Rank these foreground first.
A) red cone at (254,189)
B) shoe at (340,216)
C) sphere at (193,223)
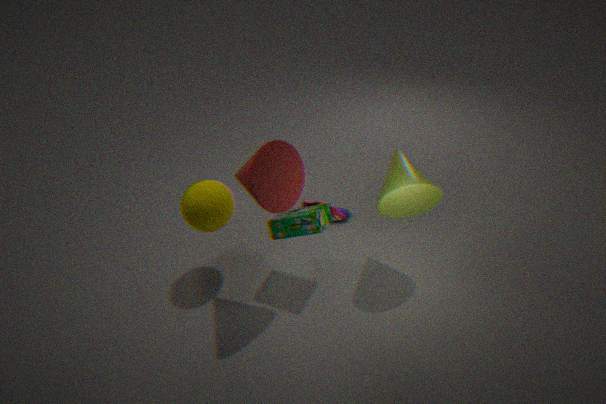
red cone at (254,189), sphere at (193,223), shoe at (340,216)
